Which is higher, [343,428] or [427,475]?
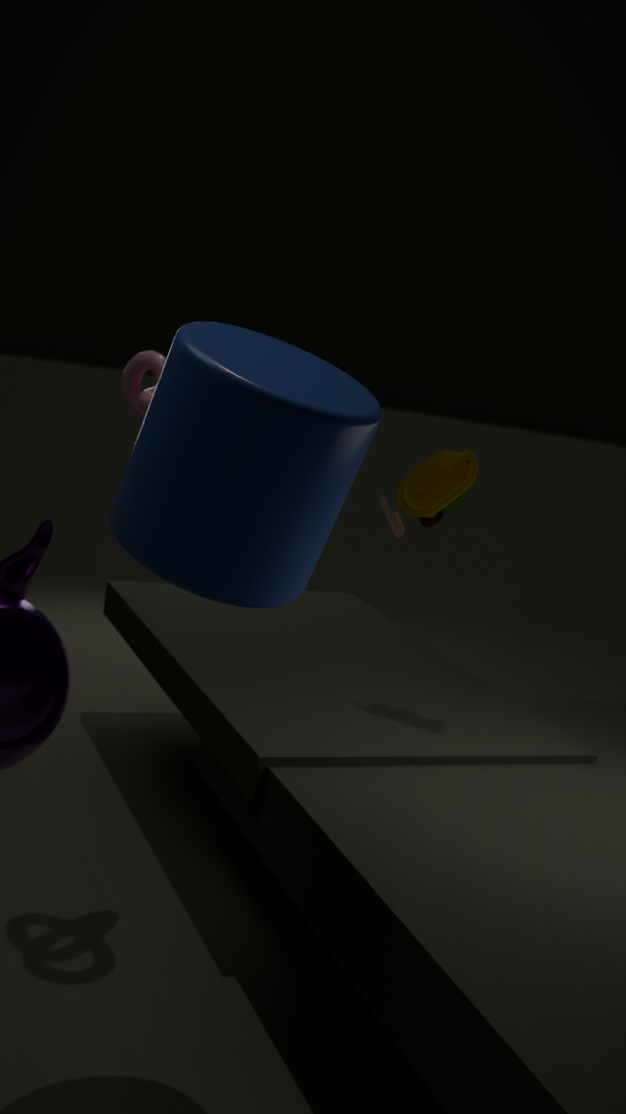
[343,428]
